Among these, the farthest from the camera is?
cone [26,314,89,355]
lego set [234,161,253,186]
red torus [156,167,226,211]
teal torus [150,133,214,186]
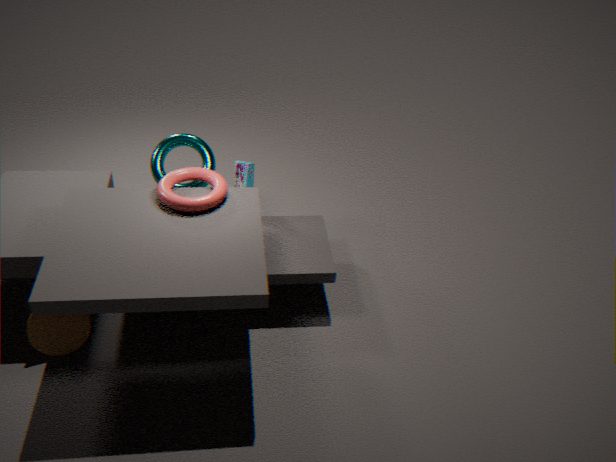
lego set [234,161,253,186]
